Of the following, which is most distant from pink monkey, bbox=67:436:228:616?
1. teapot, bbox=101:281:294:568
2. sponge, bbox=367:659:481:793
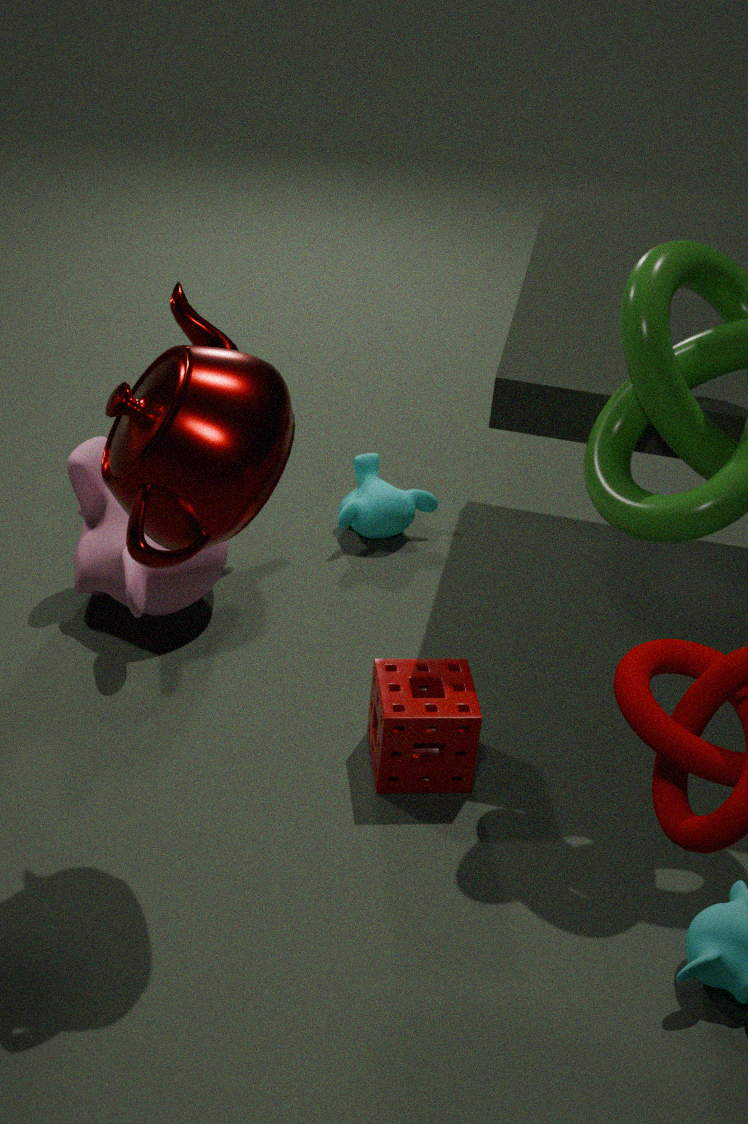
teapot, bbox=101:281:294:568
